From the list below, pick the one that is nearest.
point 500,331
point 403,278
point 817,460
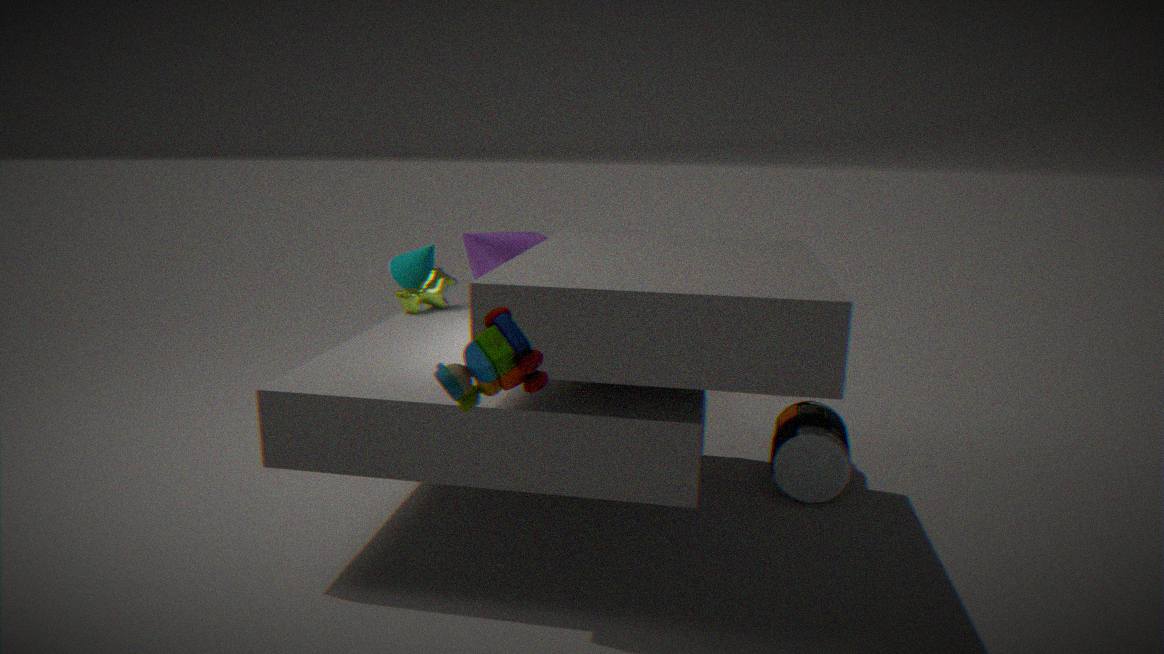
point 500,331
